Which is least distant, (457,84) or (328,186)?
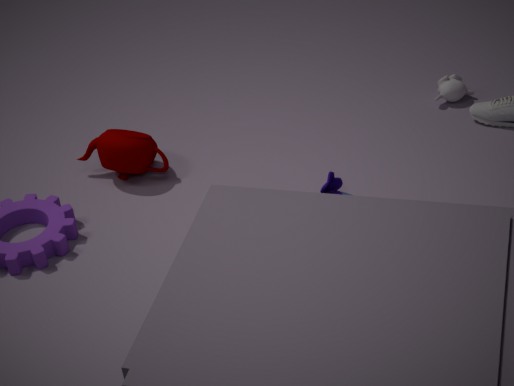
(328,186)
